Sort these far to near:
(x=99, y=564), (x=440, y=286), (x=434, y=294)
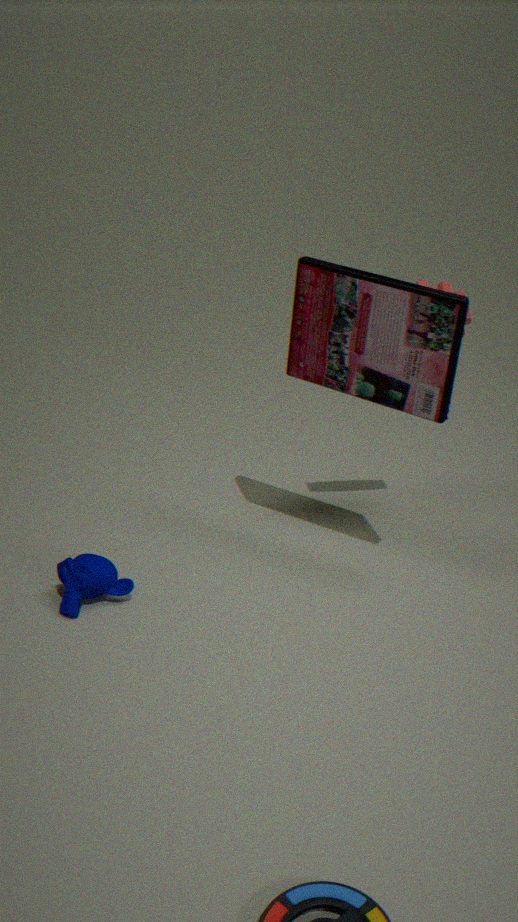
(x=99, y=564), (x=440, y=286), (x=434, y=294)
